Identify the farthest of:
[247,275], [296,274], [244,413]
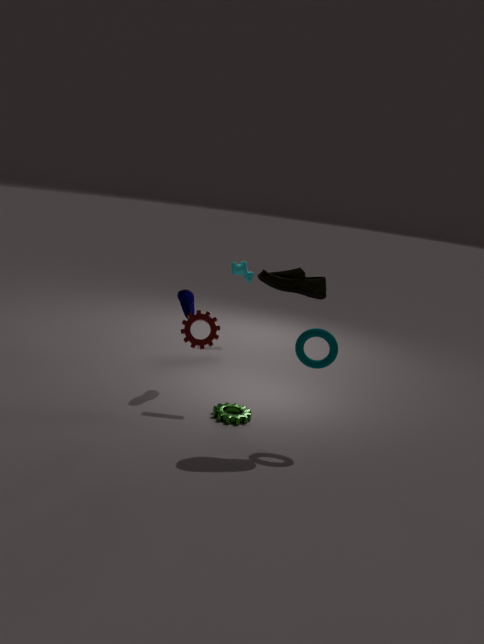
[247,275]
